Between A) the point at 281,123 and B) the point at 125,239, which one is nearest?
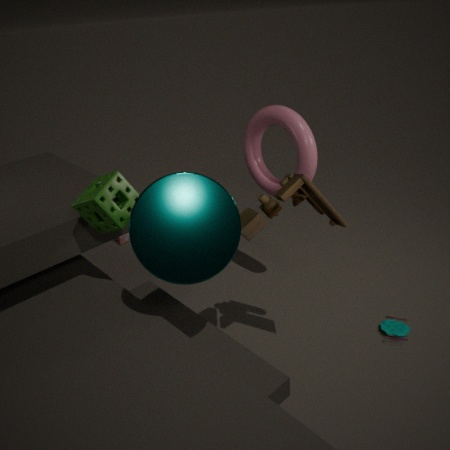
A. the point at 281,123
